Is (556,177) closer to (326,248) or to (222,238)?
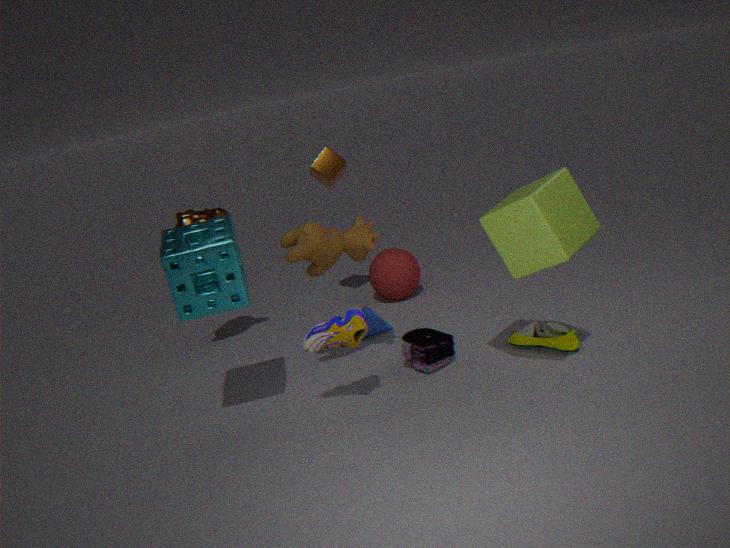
(326,248)
